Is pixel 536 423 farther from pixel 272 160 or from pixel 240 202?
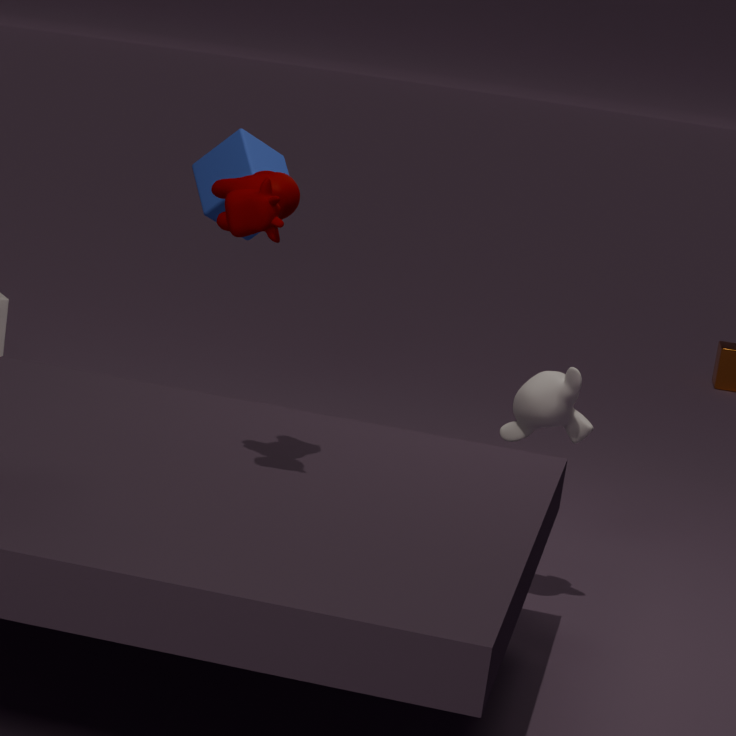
pixel 240 202
